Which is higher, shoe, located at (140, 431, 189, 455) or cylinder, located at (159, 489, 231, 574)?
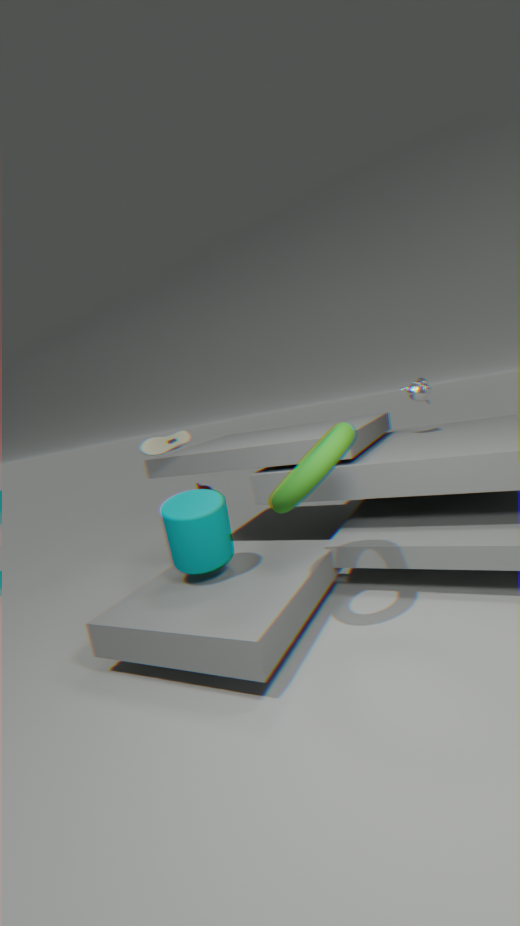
shoe, located at (140, 431, 189, 455)
